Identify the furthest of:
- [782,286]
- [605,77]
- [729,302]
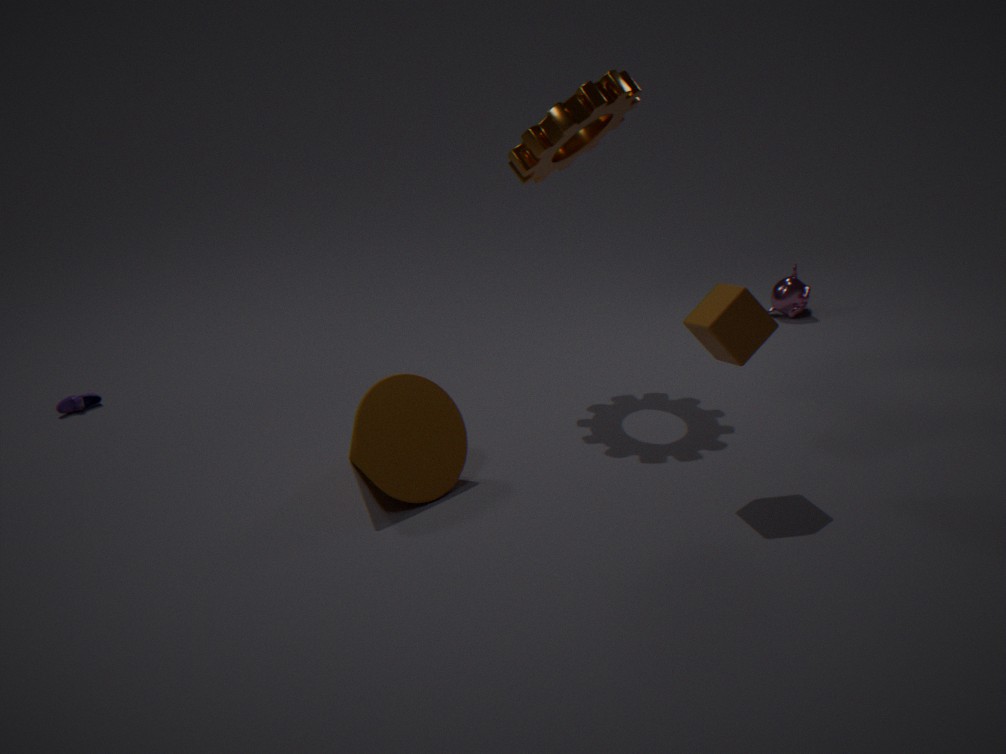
[782,286]
